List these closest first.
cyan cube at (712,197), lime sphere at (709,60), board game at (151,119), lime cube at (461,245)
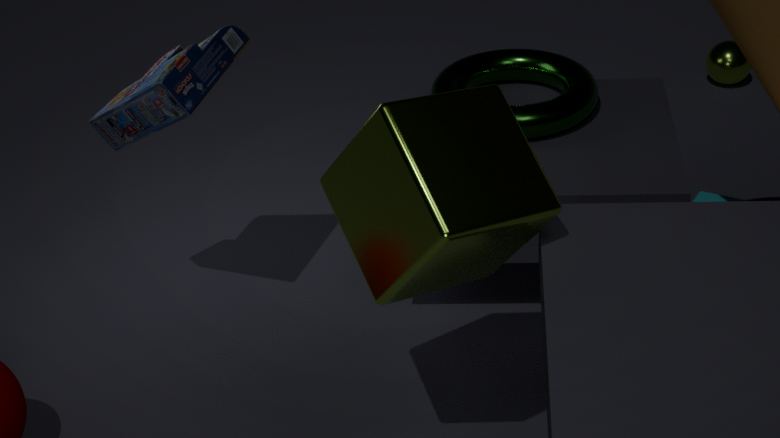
lime cube at (461,245) → board game at (151,119) → cyan cube at (712,197) → lime sphere at (709,60)
